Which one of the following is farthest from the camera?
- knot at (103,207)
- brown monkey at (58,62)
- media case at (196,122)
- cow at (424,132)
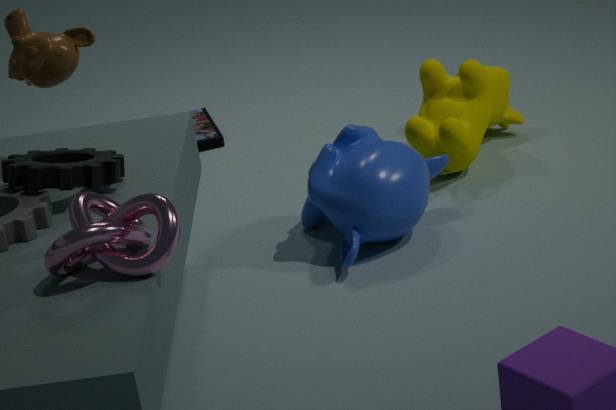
media case at (196,122)
